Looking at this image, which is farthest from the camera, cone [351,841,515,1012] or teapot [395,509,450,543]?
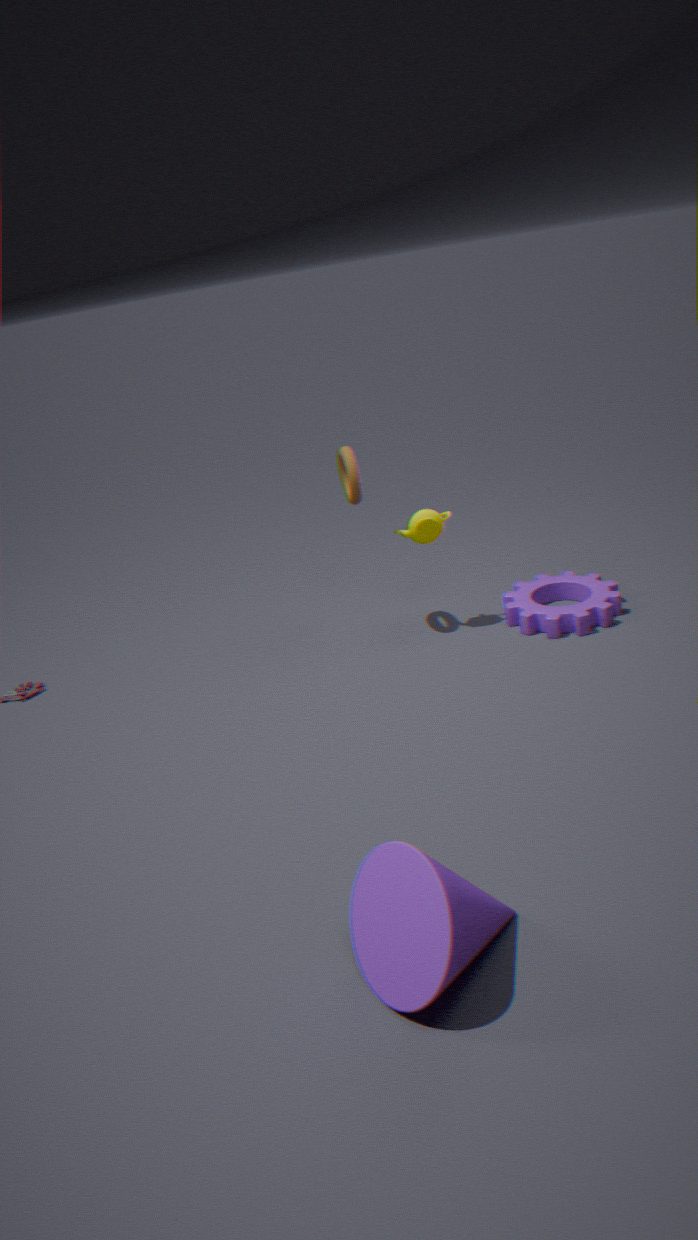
teapot [395,509,450,543]
